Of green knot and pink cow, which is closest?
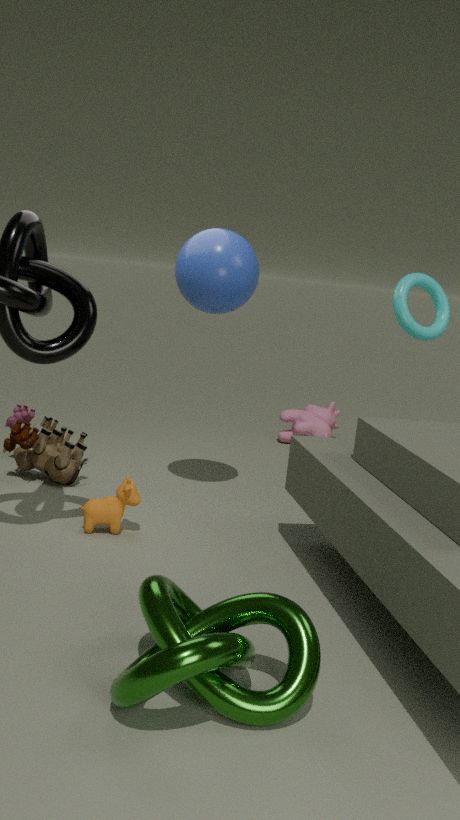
green knot
